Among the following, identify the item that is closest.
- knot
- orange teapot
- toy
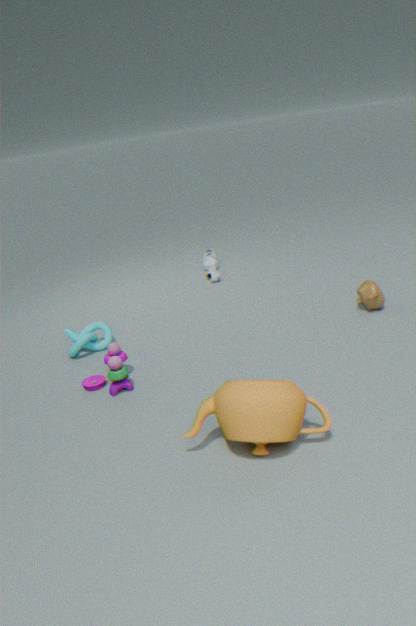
orange teapot
